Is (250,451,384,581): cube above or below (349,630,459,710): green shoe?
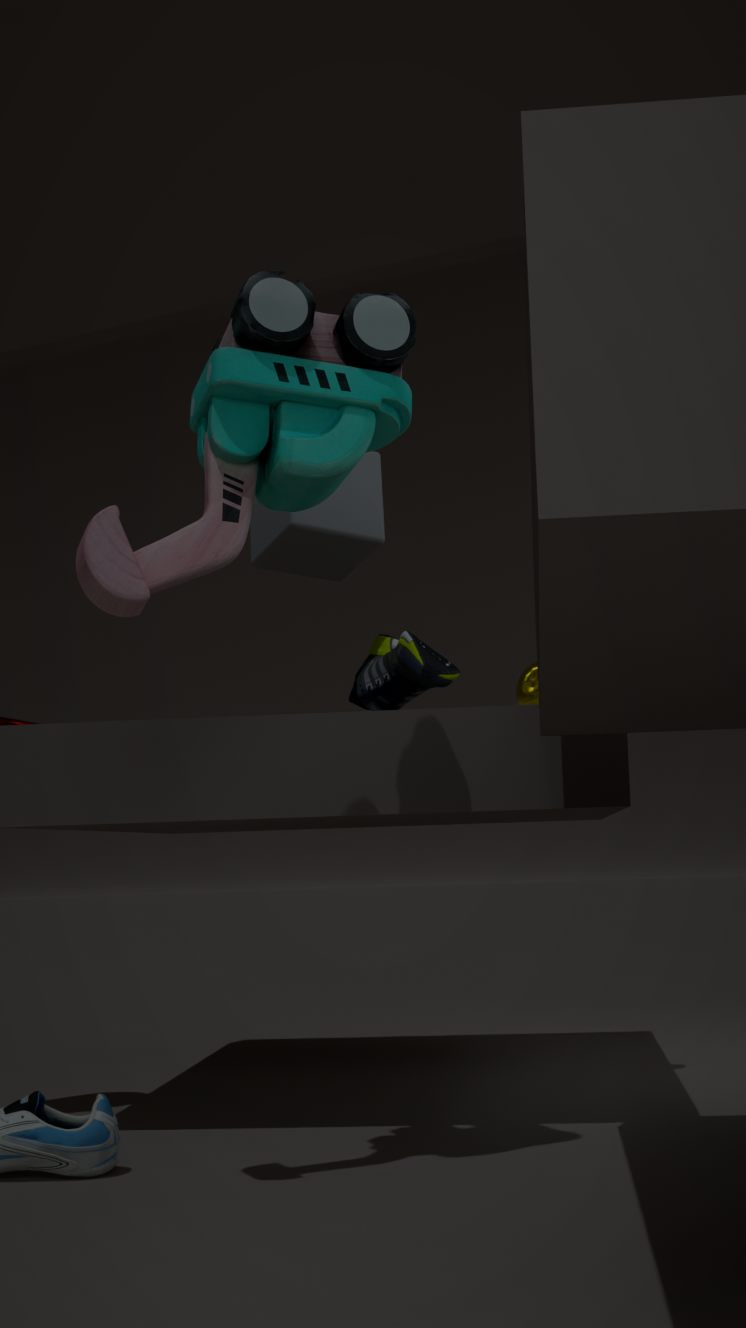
above
